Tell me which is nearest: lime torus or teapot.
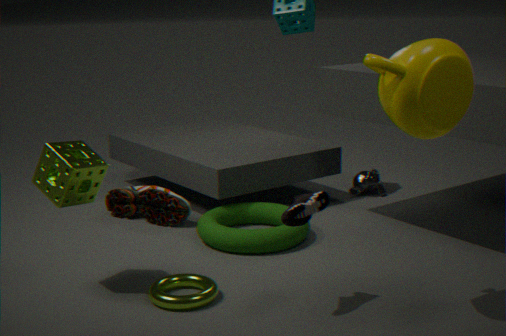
teapot
